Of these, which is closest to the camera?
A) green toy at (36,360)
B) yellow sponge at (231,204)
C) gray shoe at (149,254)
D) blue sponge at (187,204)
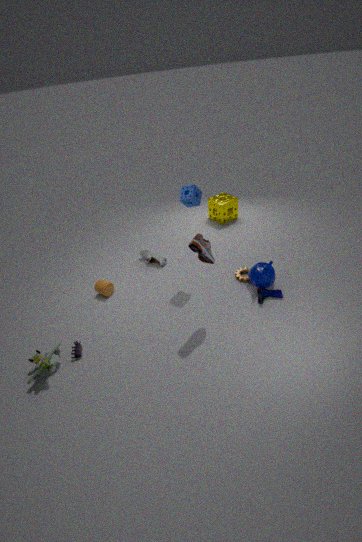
green toy at (36,360)
